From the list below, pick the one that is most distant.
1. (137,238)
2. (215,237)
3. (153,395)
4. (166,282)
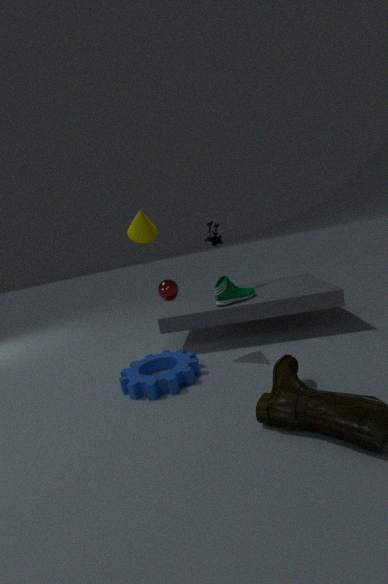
(166,282)
